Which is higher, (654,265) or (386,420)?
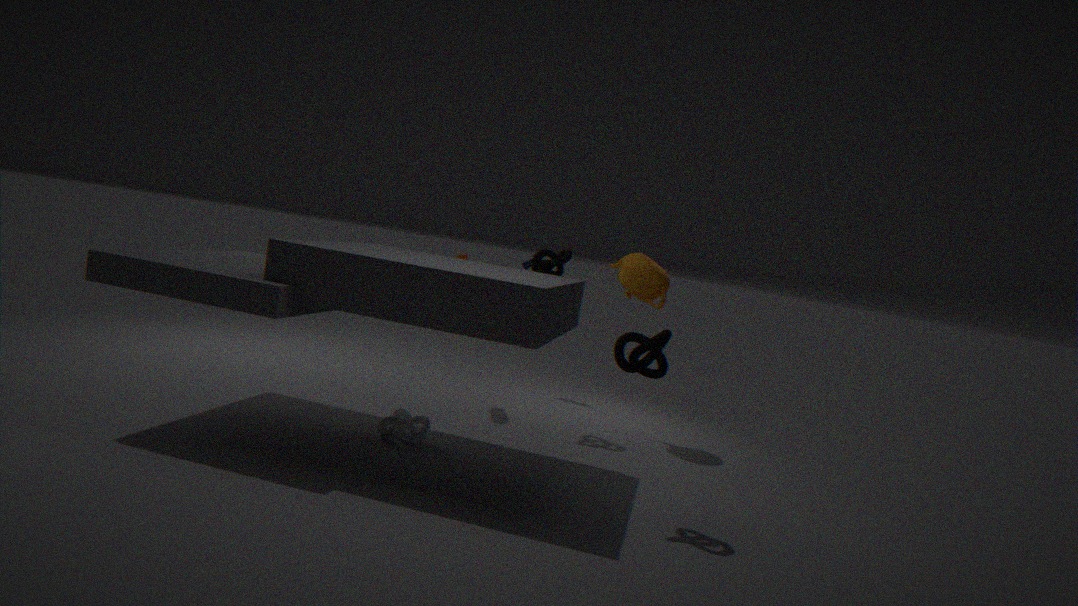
(654,265)
